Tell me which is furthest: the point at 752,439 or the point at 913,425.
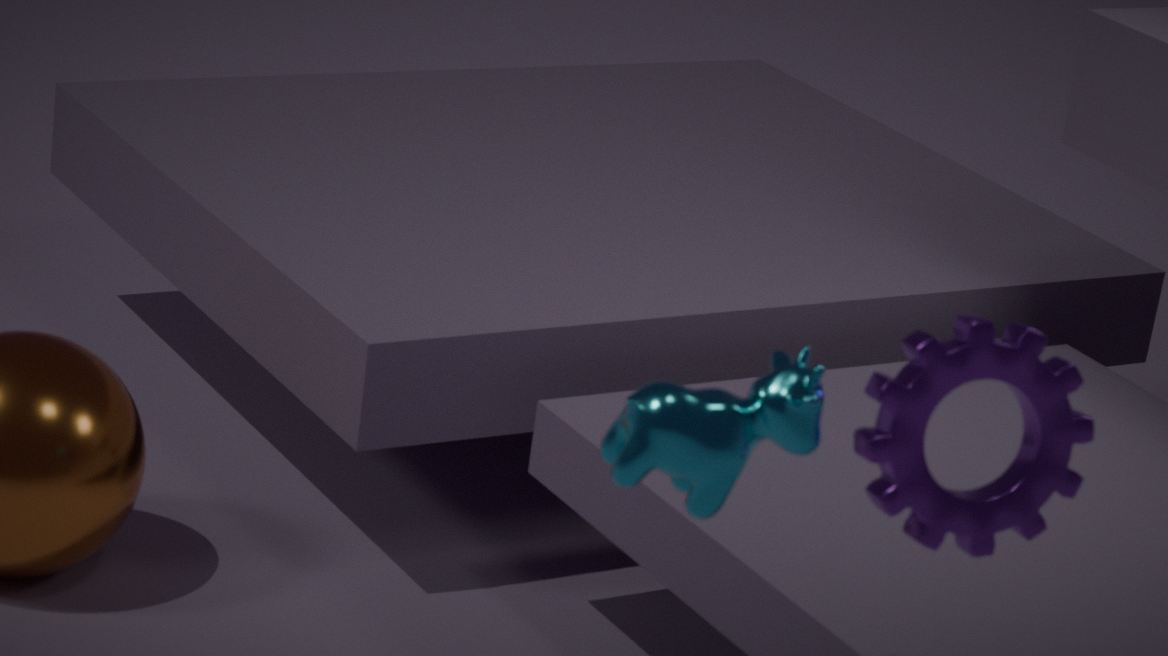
the point at 913,425
